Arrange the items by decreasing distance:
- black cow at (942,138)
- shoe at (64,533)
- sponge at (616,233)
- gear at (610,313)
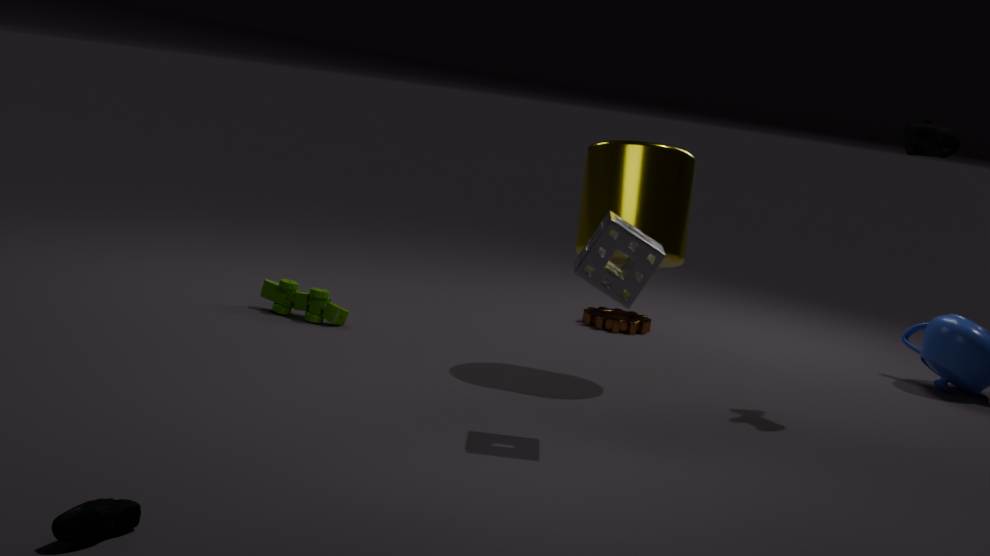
gear at (610,313) → black cow at (942,138) → sponge at (616,233) → shoe at (64,533)
